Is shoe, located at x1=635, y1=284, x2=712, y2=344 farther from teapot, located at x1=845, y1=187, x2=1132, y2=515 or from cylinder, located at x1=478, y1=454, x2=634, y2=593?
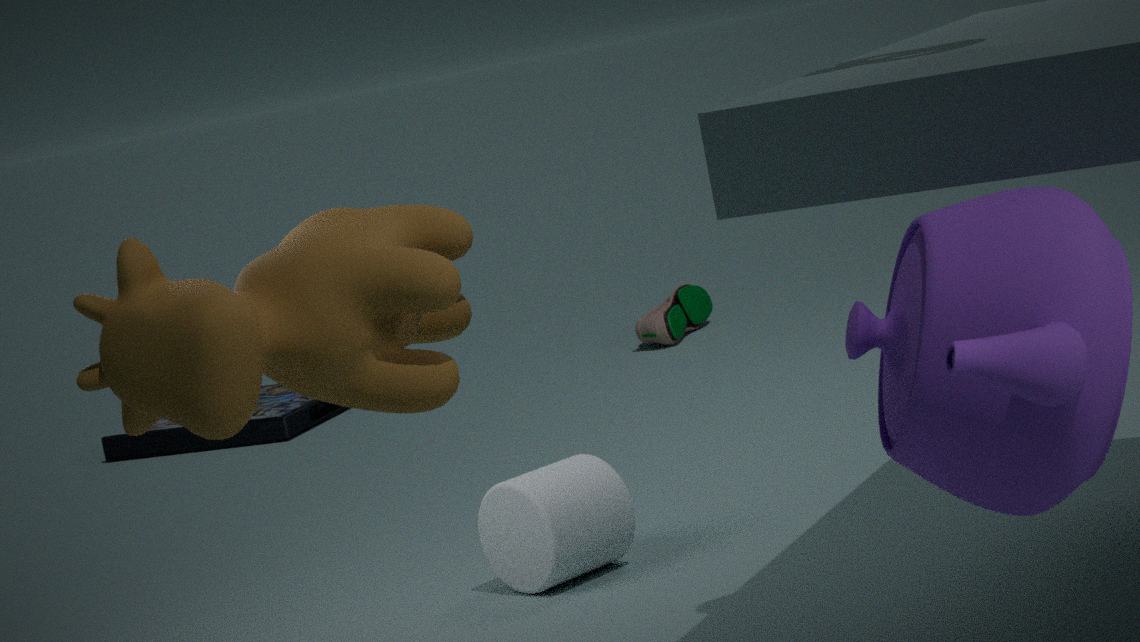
teapot, located at x1=845, y1=187, x2=1132, y2=515
